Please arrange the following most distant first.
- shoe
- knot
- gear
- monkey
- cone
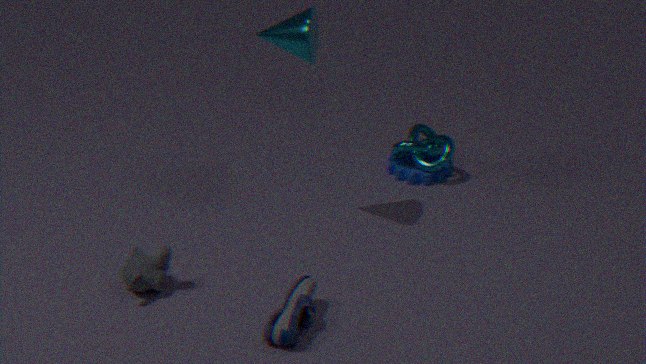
gear → knot → cone → monkey → shoe
